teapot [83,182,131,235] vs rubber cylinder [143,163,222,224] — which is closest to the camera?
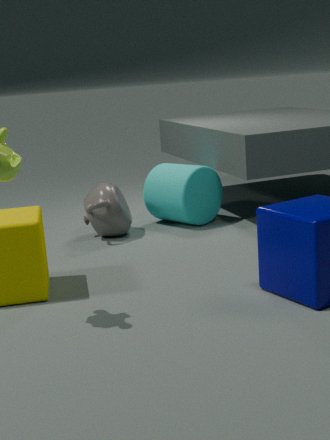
teapot [83,182,131,235]
